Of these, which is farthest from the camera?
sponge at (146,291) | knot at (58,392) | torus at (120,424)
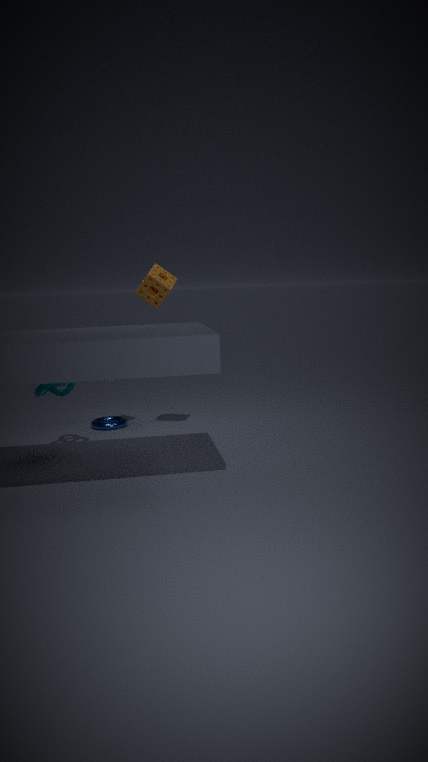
torus at (120,424)
